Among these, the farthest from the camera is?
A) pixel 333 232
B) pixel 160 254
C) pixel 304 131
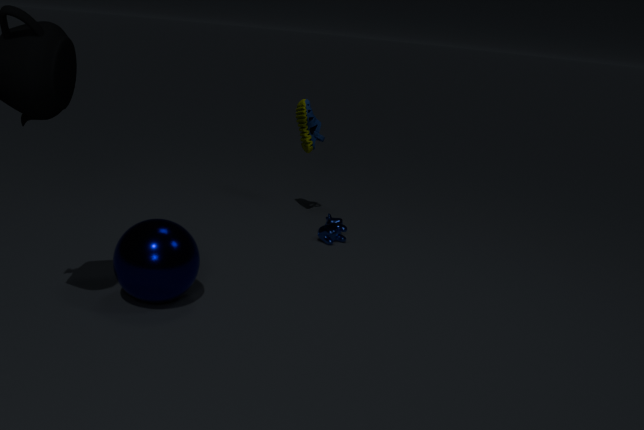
pixel 304 131
